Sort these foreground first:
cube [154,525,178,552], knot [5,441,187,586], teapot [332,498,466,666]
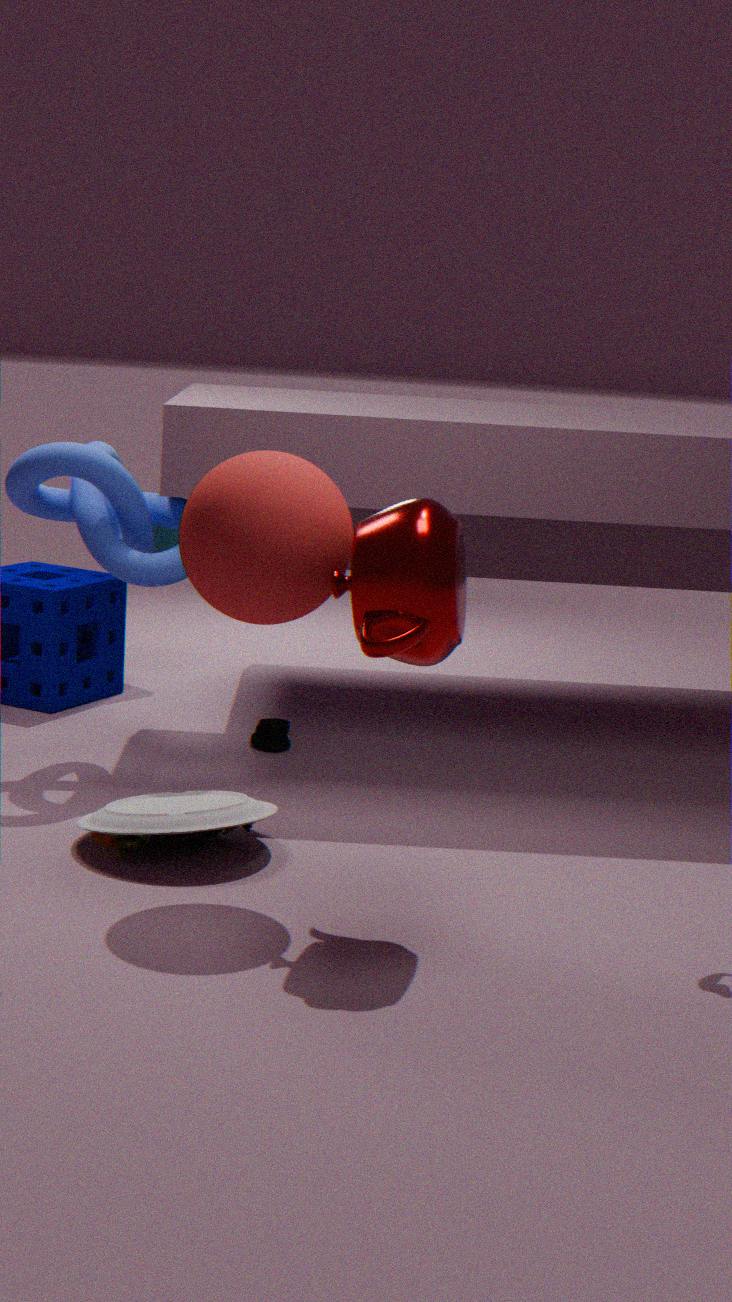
1. teapot [332,498,466,666]
2. knot [5,441,187,586]
3. cube [154,525,178,552]
